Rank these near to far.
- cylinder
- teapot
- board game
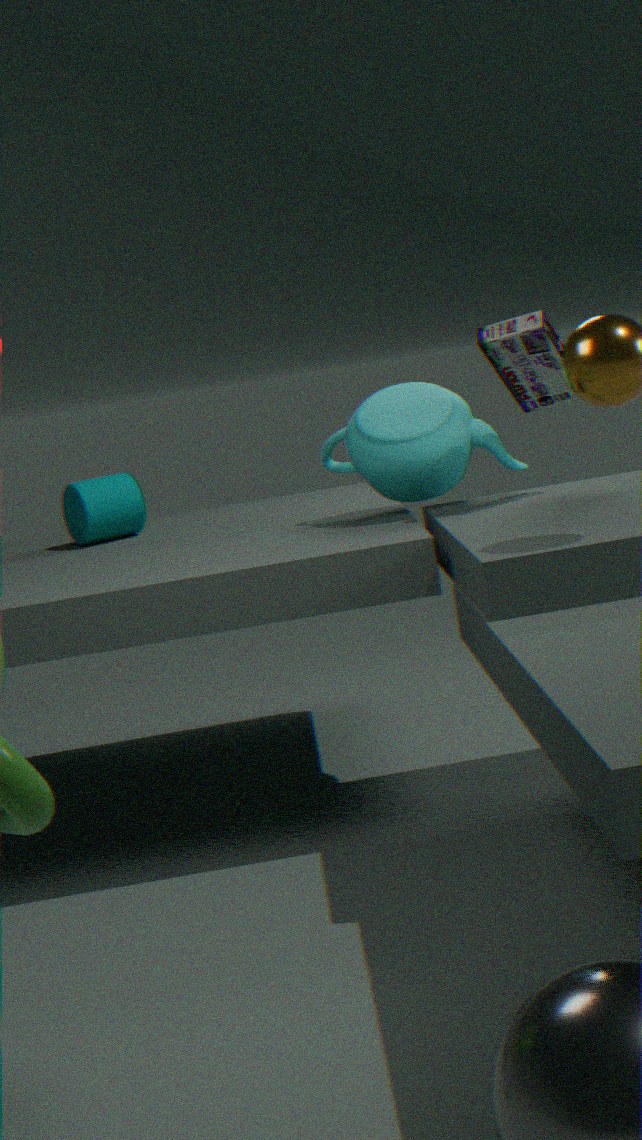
board game
teapot
cylinder
